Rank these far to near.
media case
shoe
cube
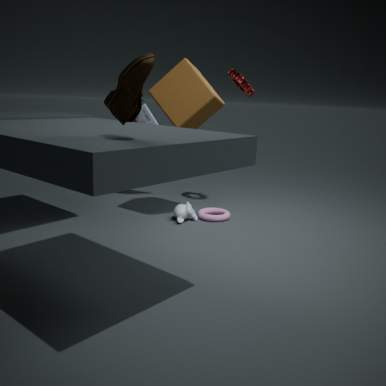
media case
cube
shoe
